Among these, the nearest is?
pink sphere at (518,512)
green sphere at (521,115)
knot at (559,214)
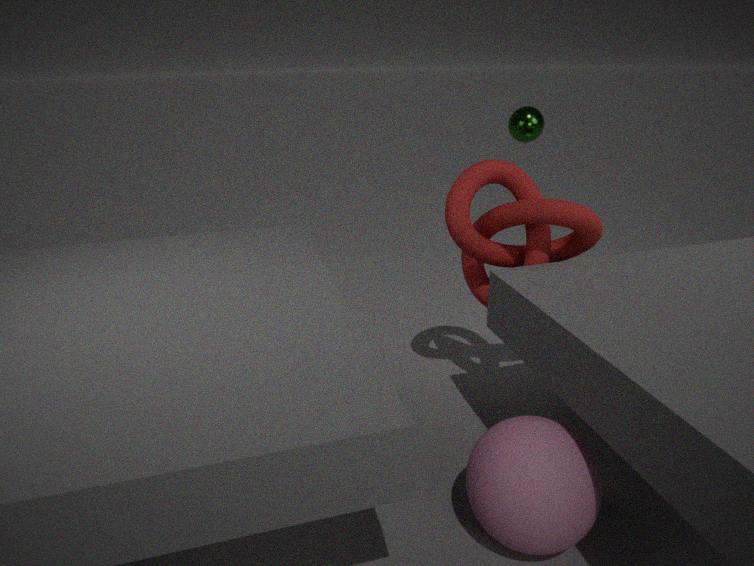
pink sphere at (518,512)
